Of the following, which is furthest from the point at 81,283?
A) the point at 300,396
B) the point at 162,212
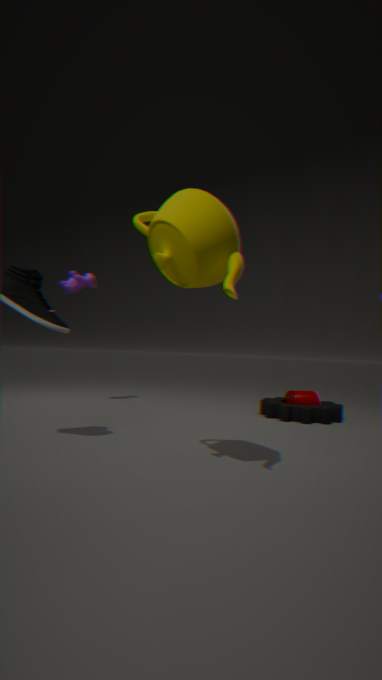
the point at 300,396
